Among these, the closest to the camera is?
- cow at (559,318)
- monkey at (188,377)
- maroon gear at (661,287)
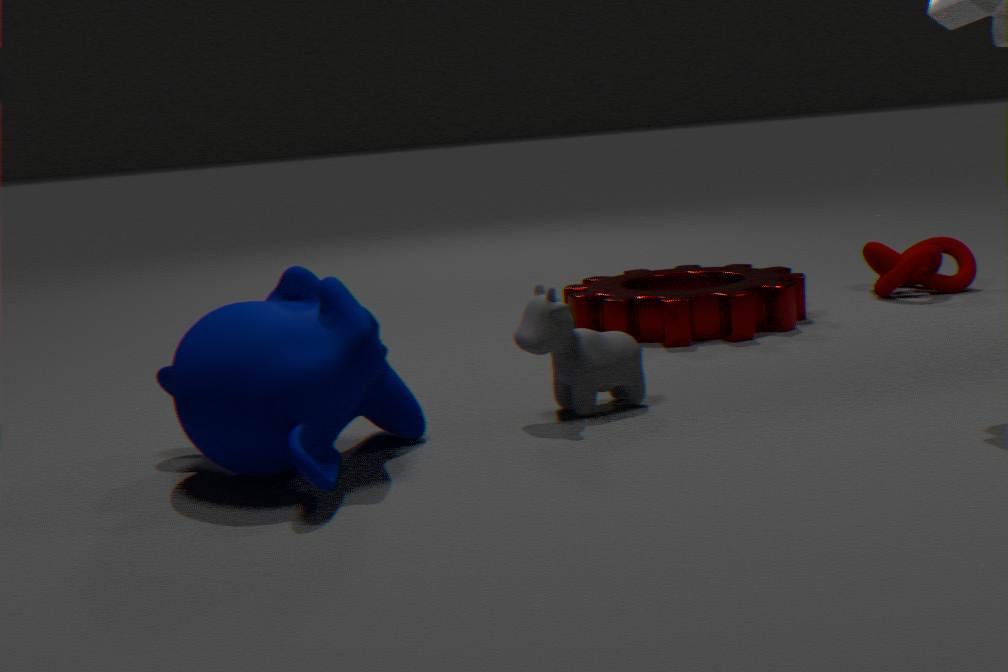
monkey at (188,377)
